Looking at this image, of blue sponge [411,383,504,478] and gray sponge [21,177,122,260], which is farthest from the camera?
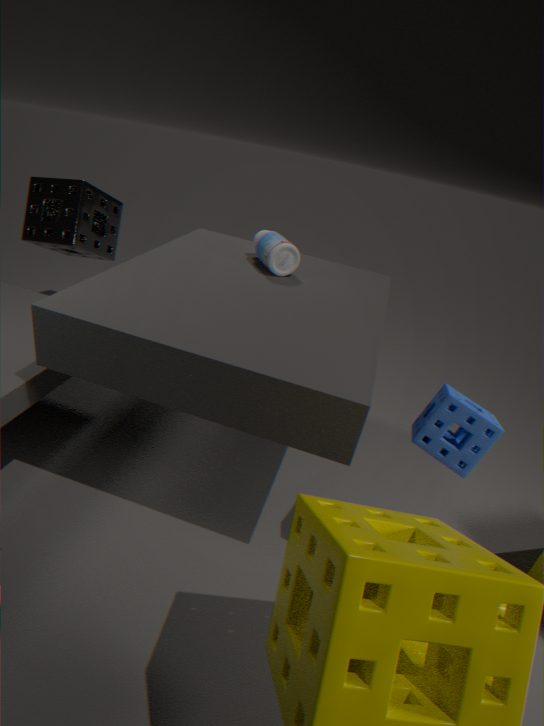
gray sponge [21,177,122,260]
